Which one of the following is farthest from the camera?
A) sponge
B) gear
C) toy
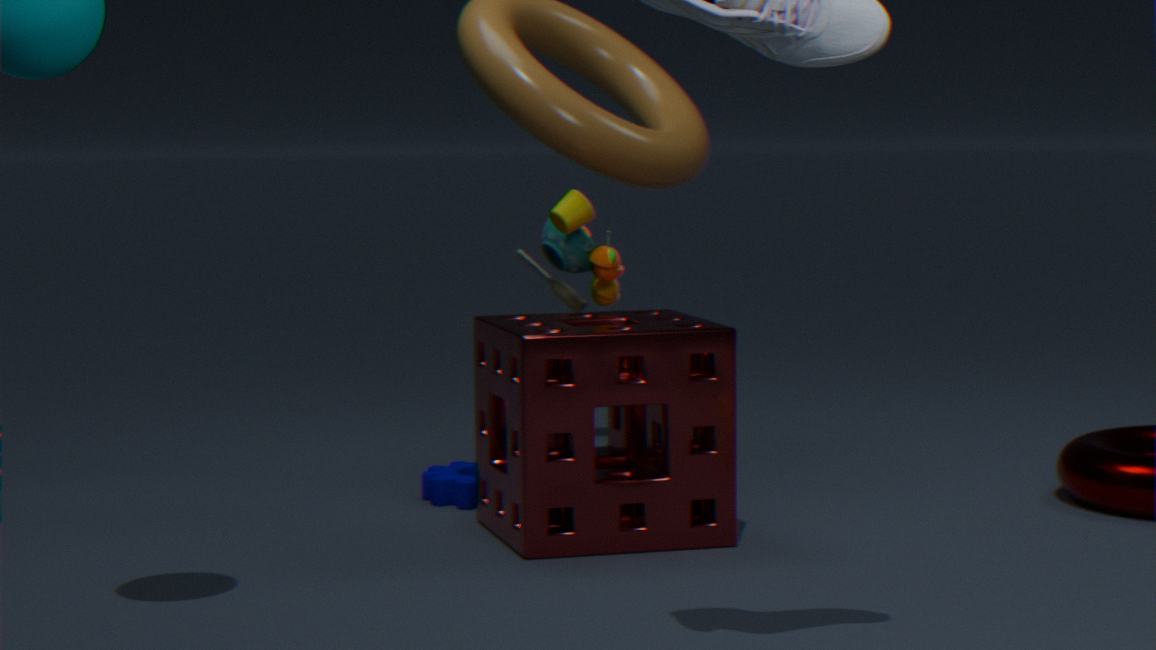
gear
